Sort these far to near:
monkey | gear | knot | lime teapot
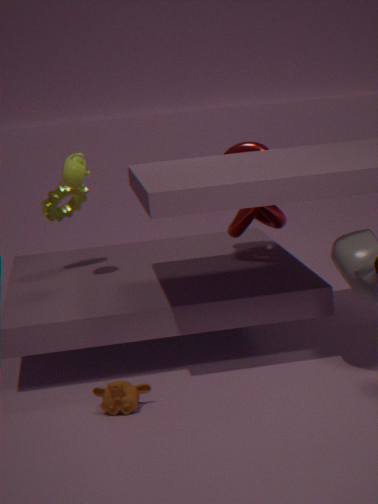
gear < knot < lime teapot < monkey
